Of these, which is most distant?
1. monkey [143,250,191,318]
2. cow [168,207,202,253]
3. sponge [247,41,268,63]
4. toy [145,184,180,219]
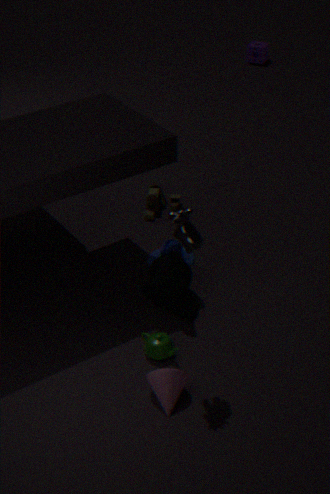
sponge [247,41,268,63]
